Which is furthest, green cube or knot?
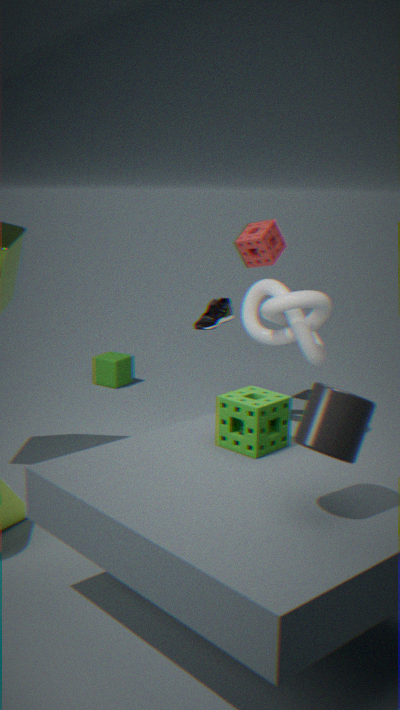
green cube
